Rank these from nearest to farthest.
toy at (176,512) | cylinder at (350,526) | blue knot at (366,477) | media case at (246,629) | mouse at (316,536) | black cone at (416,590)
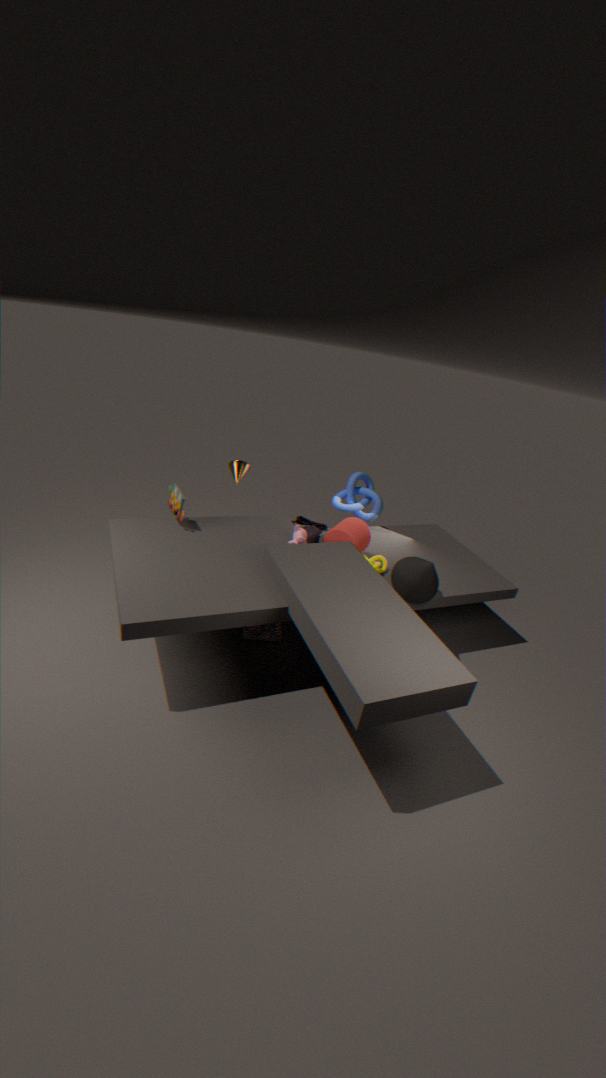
black cone at (416,590), toy at (176,512), media case at (246,629), cylinder at (350,526), mouse at (316,536), blue knot at (366,477)
